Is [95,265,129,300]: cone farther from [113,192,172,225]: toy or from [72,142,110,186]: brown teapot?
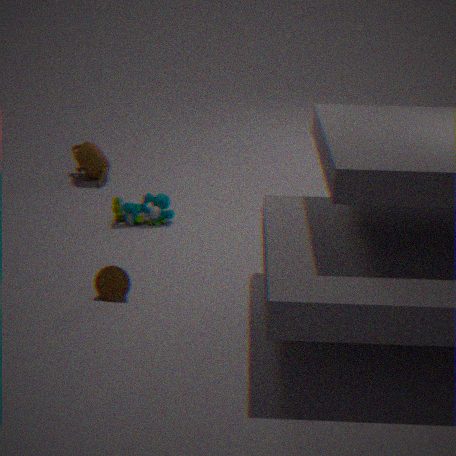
[72,142,110,186]: brown teapot
